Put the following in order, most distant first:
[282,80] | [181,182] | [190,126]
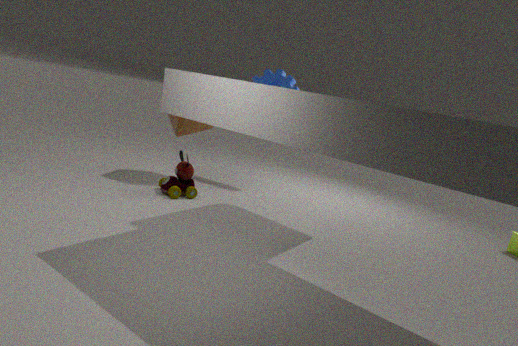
[282,80]
[190,126]
[181,182]
